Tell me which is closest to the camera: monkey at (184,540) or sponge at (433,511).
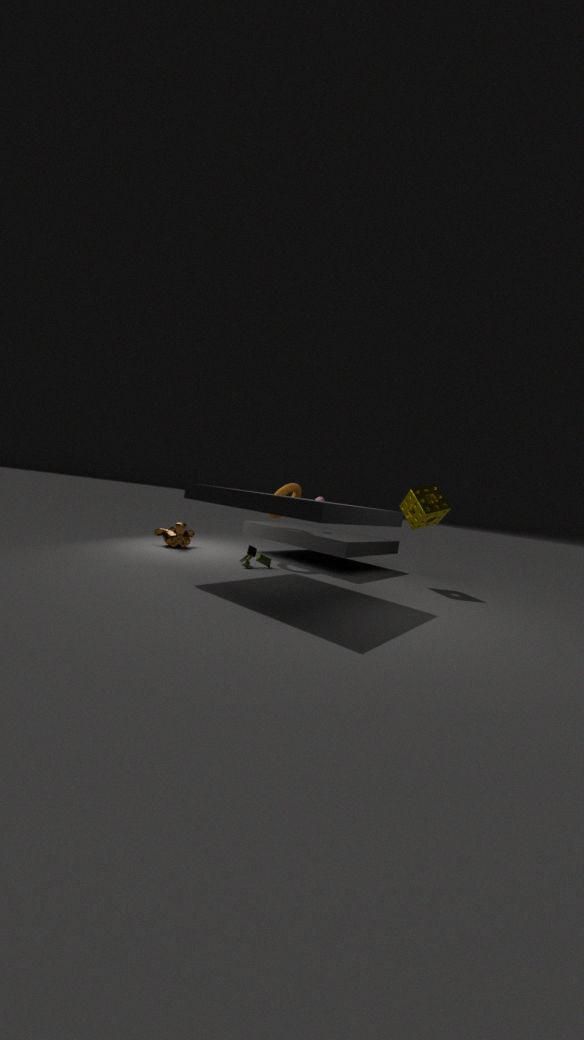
sponge at (433,511)
